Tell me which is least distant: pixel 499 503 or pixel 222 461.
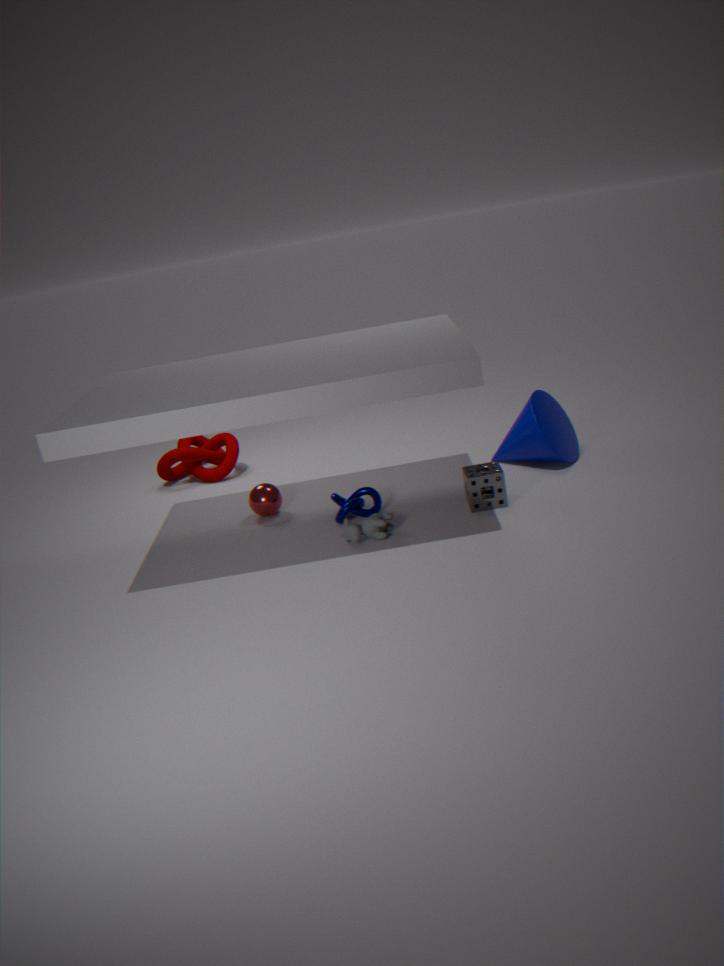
pixel 499 503
